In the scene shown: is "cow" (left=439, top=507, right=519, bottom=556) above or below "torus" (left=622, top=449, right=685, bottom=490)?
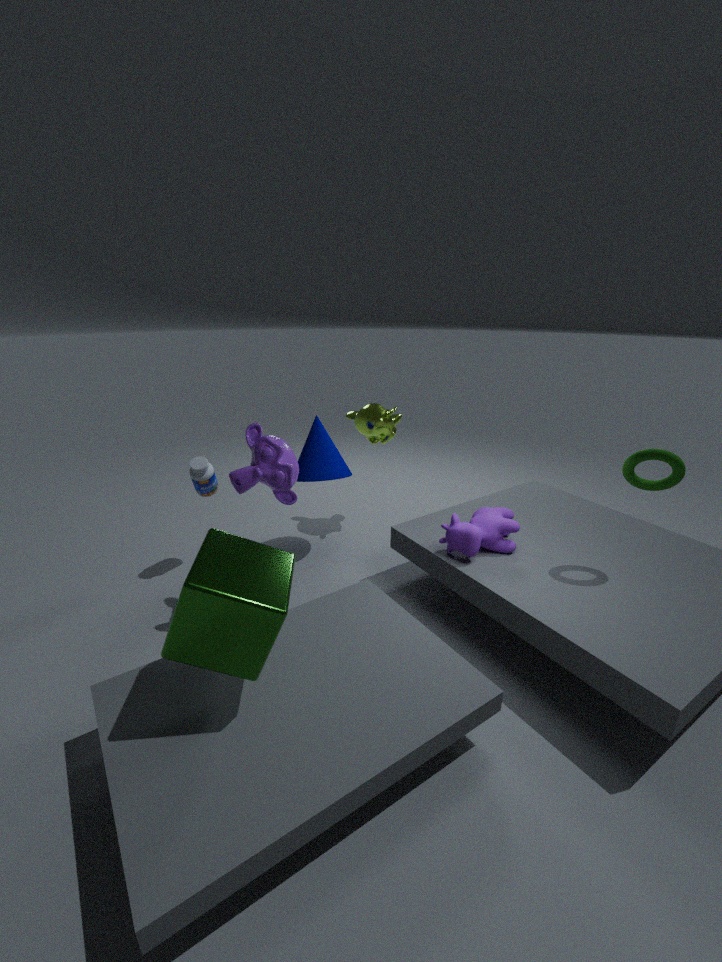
below
